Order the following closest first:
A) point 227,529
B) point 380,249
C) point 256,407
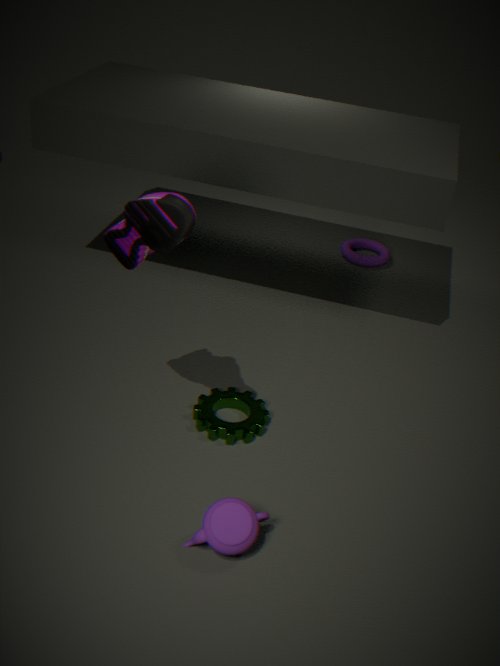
1. point 227,529
2. point 256,407
3. point 380,249
